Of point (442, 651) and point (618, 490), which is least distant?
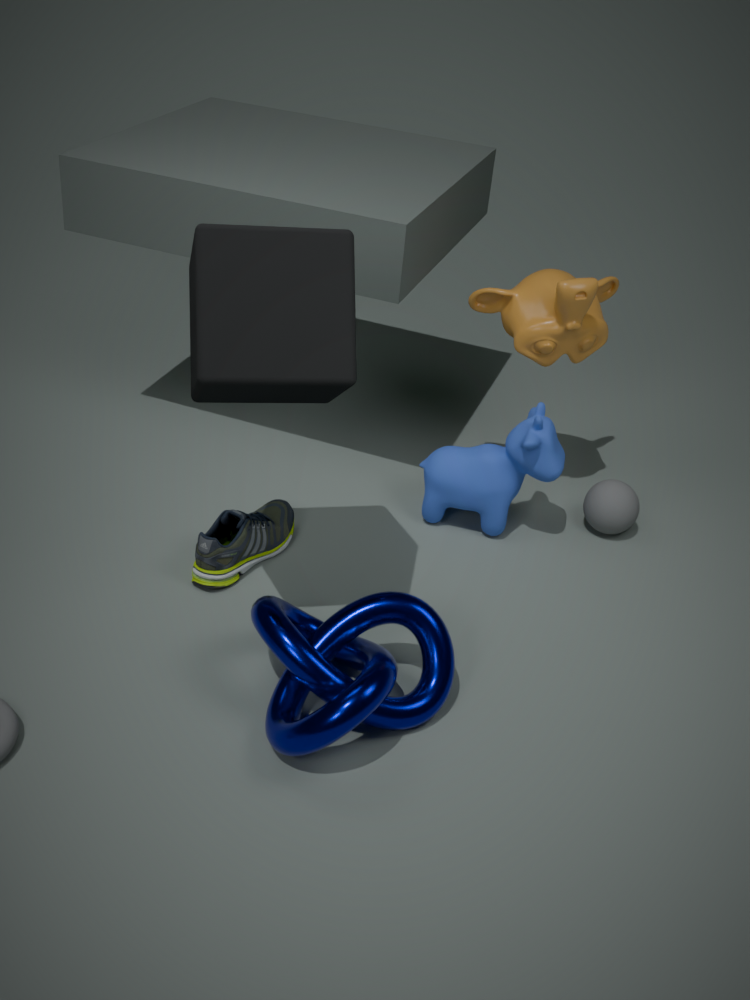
point (442, 651)
